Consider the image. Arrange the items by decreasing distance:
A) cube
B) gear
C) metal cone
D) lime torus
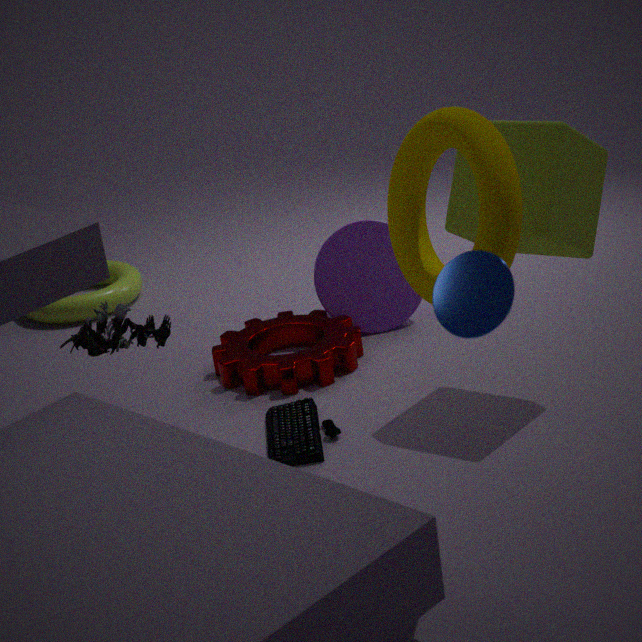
lime torus → gear → cube → metal cone
